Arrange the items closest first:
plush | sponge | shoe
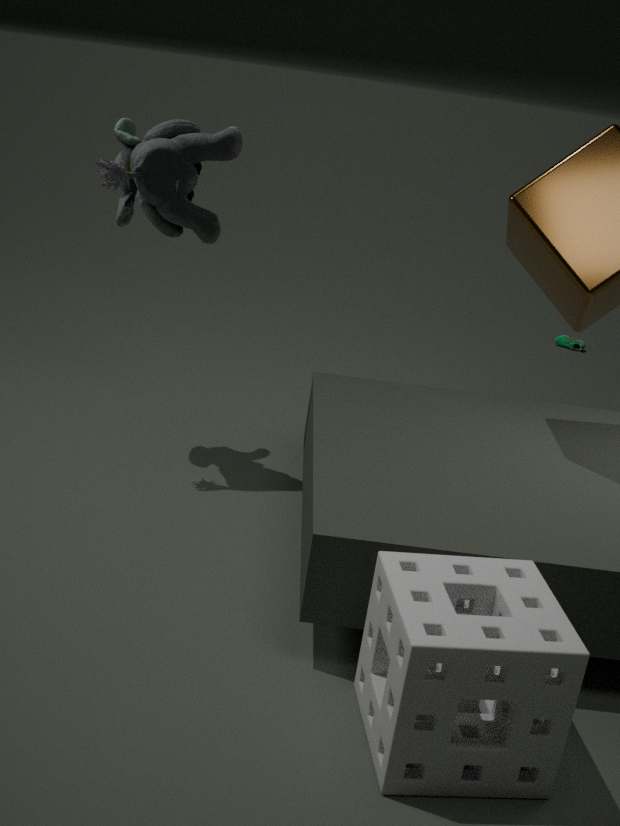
1. sponge
2. plush
3. shoe
